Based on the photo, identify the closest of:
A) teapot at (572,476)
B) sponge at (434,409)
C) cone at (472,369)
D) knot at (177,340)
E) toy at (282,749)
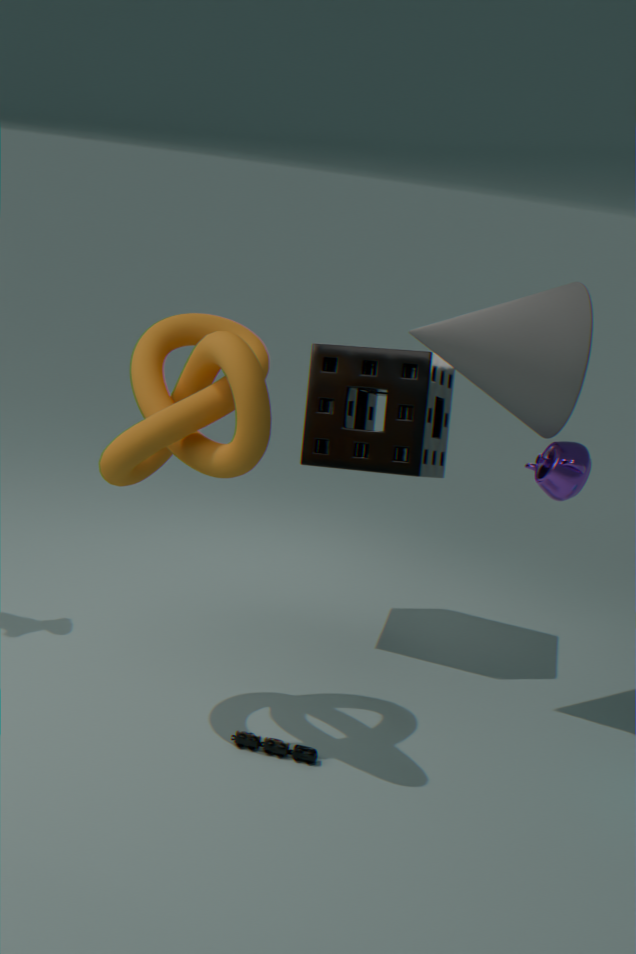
knot at (177,340)
